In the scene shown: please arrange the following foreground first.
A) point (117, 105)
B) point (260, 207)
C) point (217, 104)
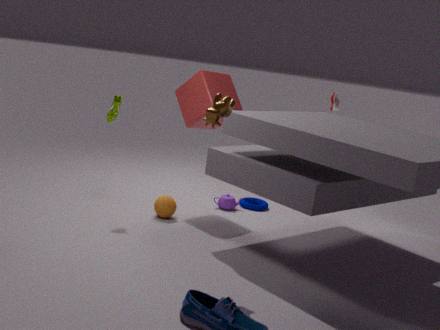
1. point (217, 104)
2. point (117, 105)
3. point (260, 207)
